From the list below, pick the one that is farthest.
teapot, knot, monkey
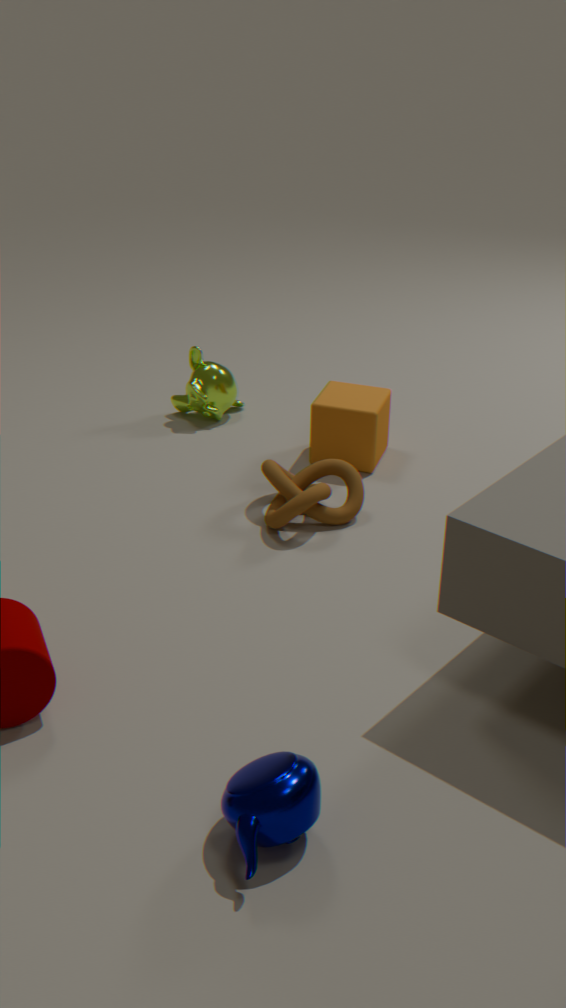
monkey
